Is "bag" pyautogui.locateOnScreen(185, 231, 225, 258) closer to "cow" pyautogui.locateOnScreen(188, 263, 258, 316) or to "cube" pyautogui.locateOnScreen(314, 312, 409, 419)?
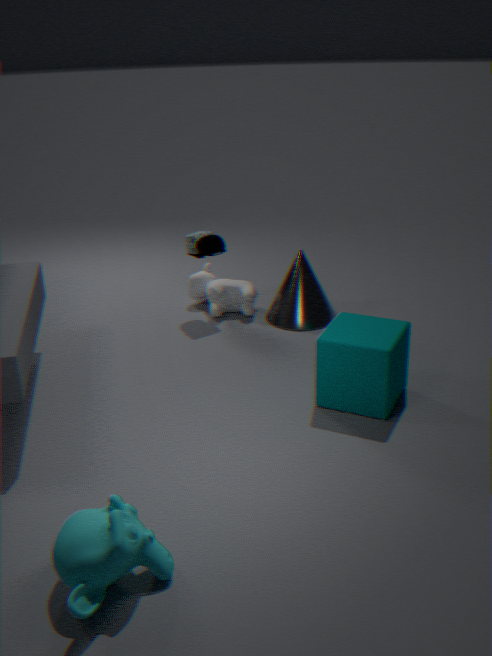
"cow" pyautogui.locateOnScreen(188, 263, 258, 316)
